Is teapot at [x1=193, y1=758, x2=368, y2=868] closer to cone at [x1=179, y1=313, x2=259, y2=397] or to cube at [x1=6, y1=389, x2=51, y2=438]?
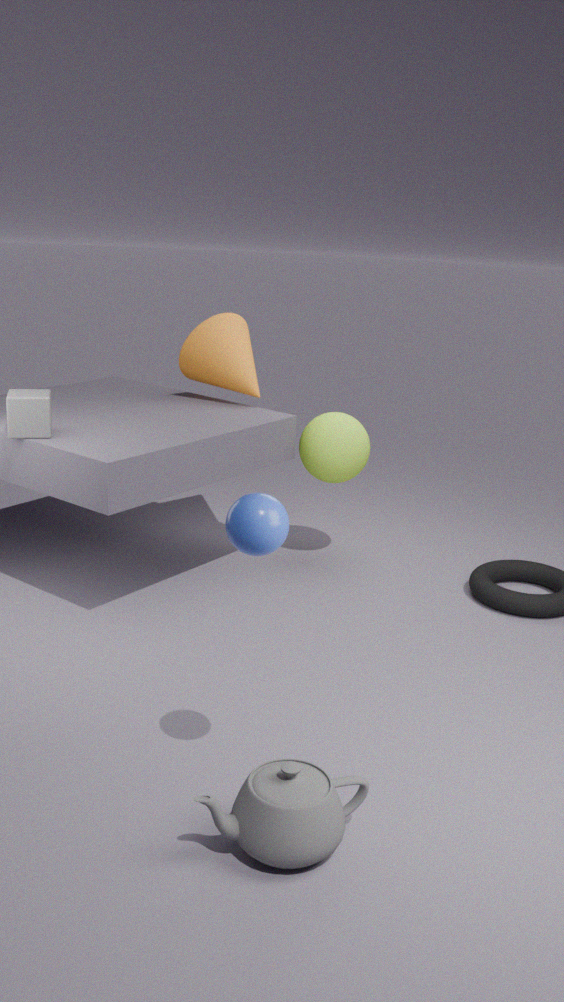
cube at [x1=6, y1=389, x2=51, y2=438]
